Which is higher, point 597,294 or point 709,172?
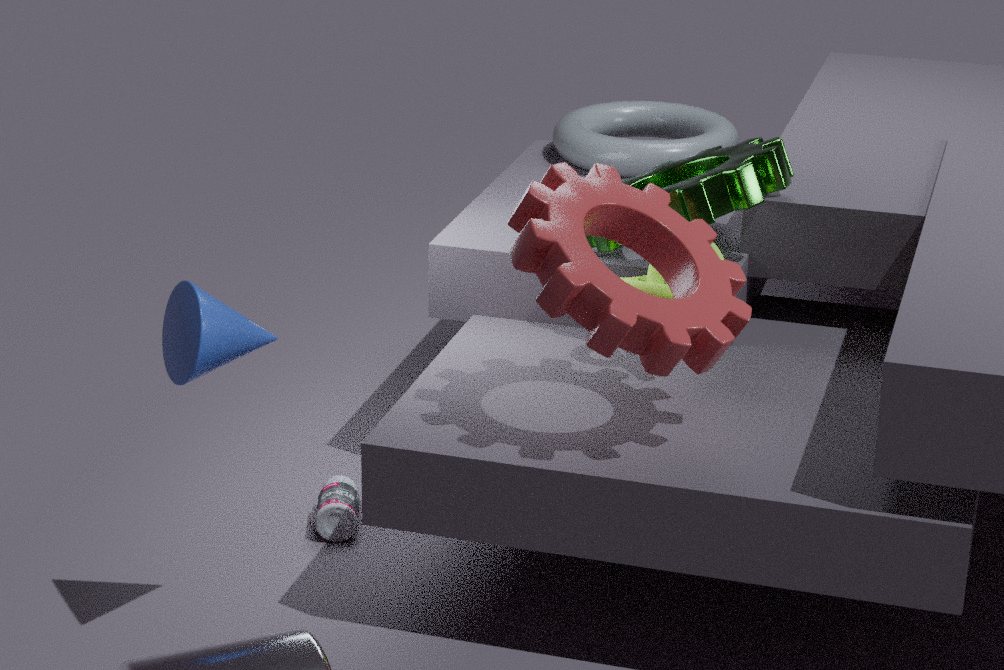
point 597,294
